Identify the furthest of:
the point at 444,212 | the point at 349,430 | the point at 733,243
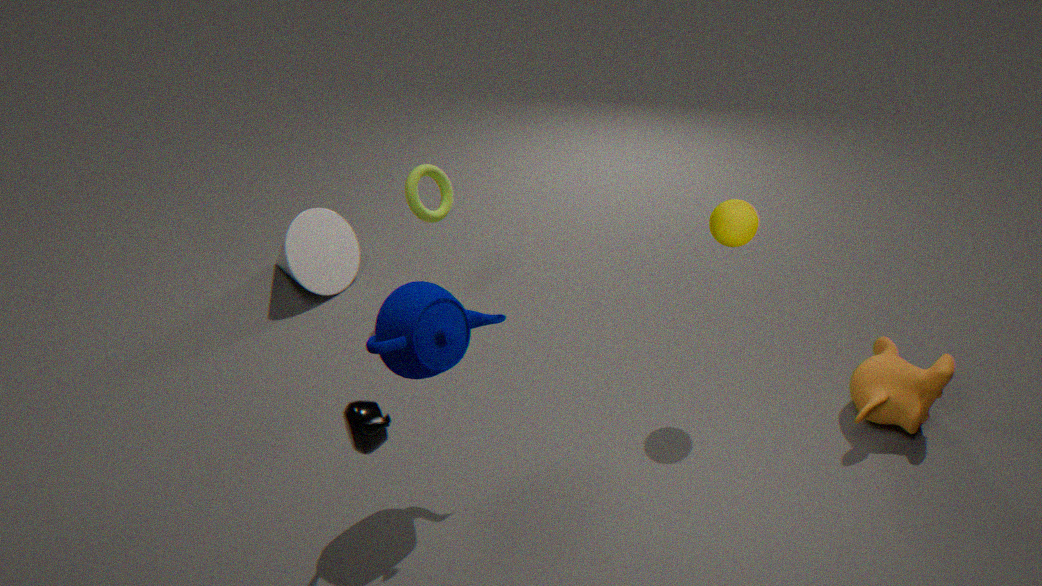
the point at 444,212
